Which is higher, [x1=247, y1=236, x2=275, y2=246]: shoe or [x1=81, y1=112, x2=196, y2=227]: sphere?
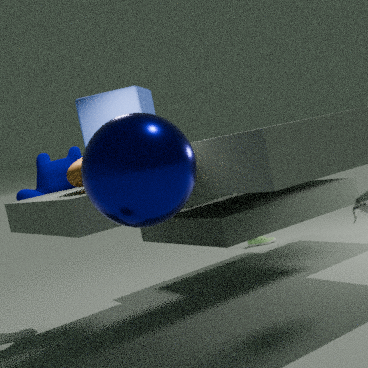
[x1=81, y1=112, x2=196, y2=227]: sphere
